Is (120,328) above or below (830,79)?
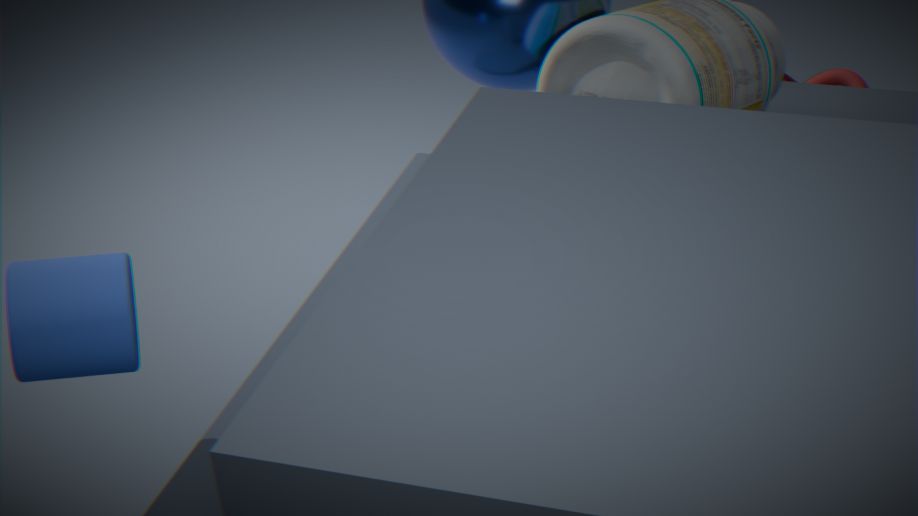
above
